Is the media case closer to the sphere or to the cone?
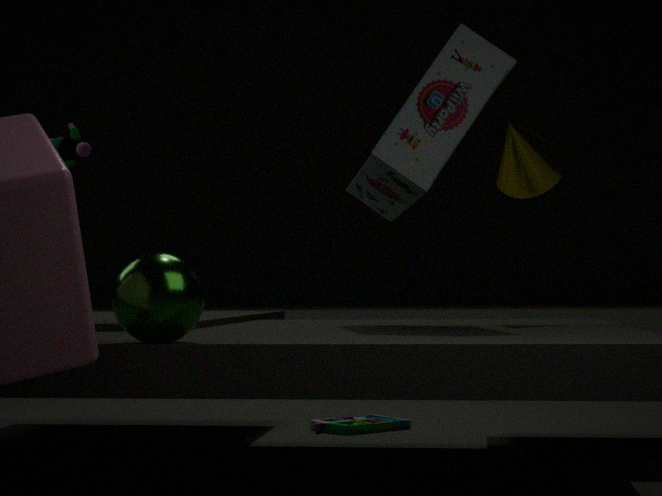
the cone
